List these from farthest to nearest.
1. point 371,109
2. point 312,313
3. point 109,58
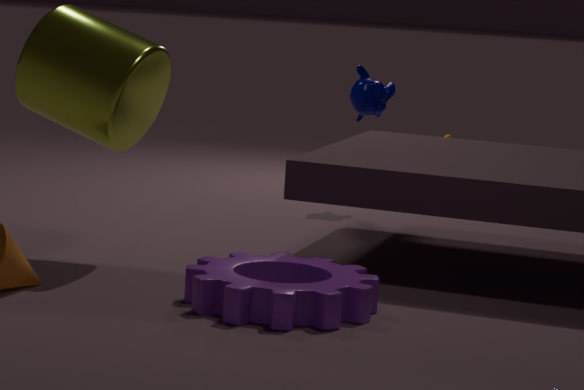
point 371,109, point 109,58, point 312,313
